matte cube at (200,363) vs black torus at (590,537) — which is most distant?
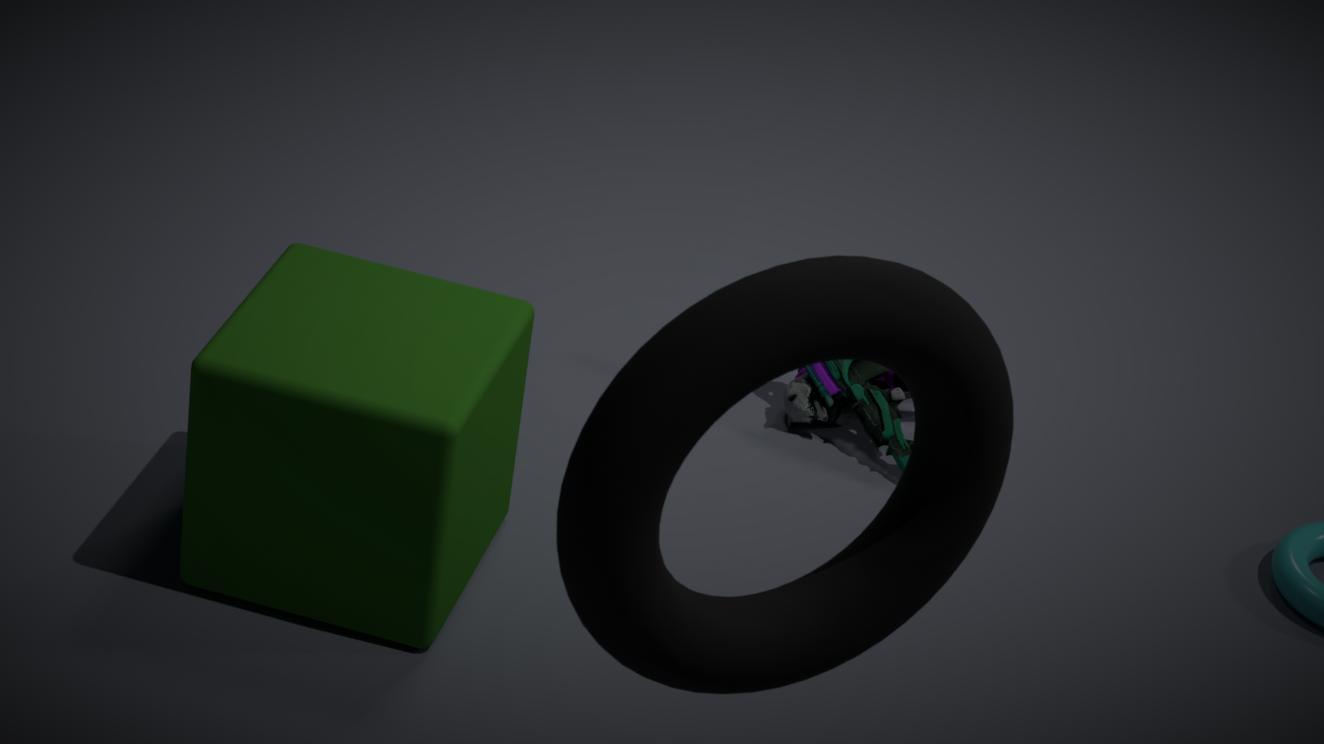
matte cube at (200,363)
